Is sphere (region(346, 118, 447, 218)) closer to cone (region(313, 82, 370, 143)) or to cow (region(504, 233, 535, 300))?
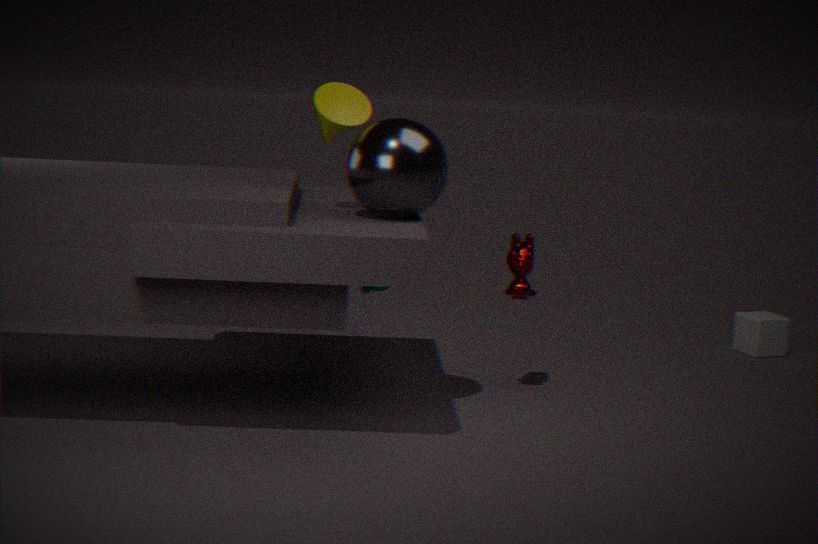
cone (region(313, 82, 370, 143))
